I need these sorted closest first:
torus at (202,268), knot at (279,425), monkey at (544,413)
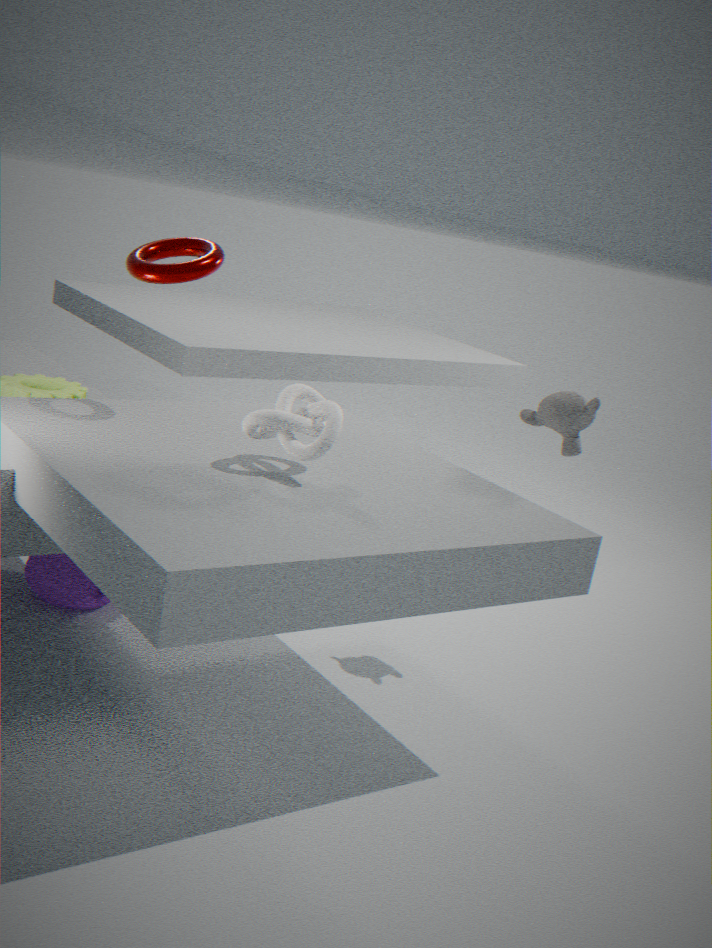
knot at (279,425), torus at (202,268), monkey at (544,413)
